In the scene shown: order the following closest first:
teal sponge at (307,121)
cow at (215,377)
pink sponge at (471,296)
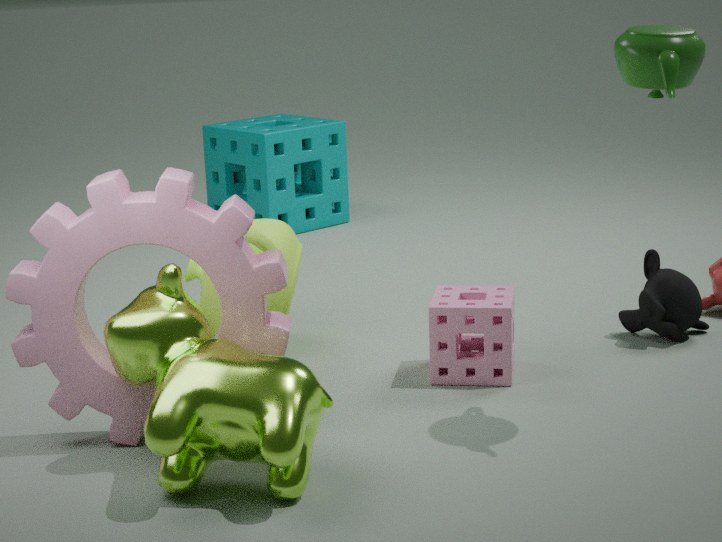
cow at (215,377) → pink sponge at (471,296) → teal sponge at (307,121)
